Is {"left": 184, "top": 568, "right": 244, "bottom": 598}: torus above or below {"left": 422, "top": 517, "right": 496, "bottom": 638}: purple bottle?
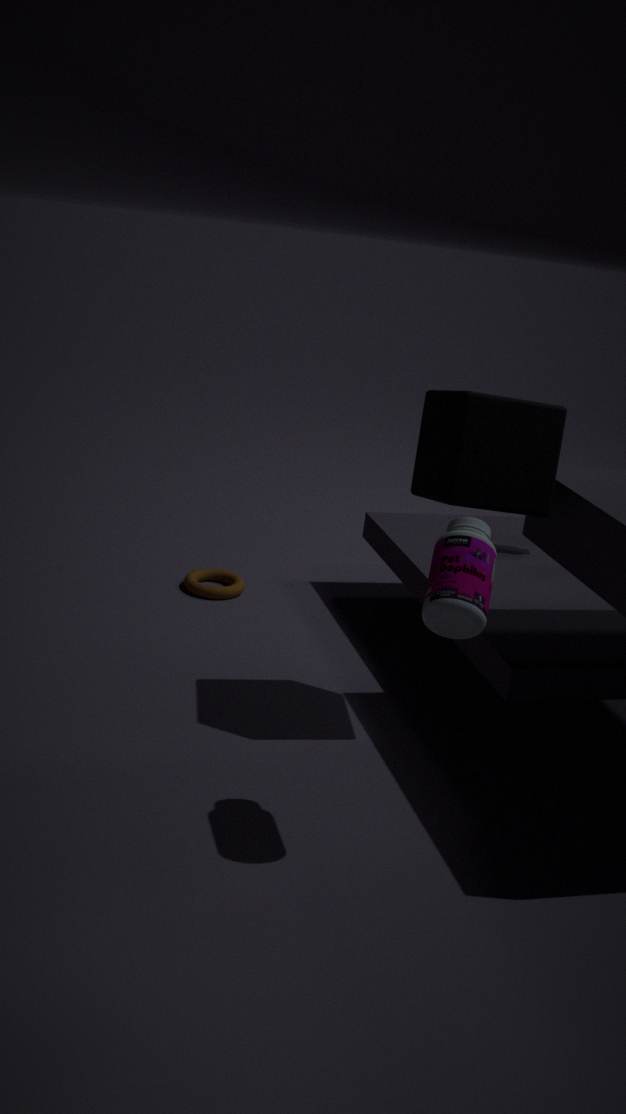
below
